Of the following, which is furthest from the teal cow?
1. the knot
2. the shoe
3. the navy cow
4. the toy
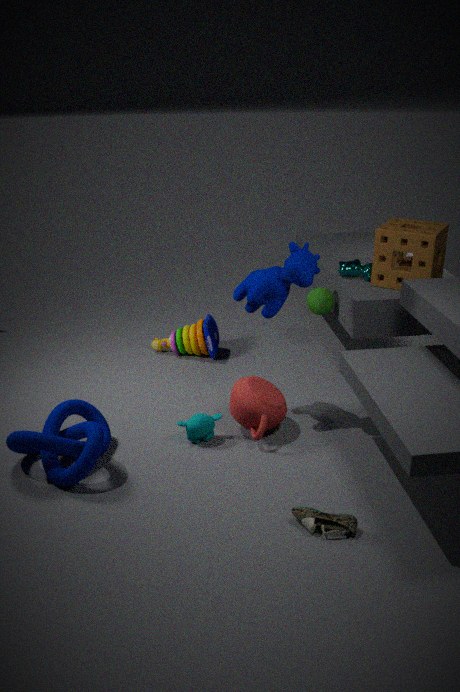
the knot
